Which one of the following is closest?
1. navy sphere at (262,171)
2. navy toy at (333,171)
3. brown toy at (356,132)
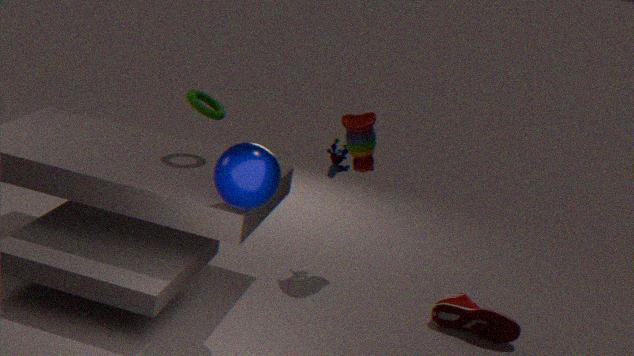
navy sphere at (262,171)
